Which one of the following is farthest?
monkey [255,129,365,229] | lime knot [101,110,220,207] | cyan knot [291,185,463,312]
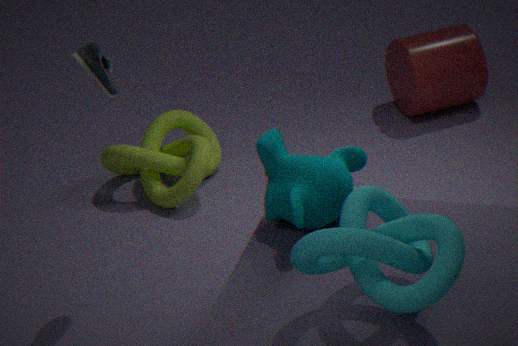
lime knot [101,110,220,207]
